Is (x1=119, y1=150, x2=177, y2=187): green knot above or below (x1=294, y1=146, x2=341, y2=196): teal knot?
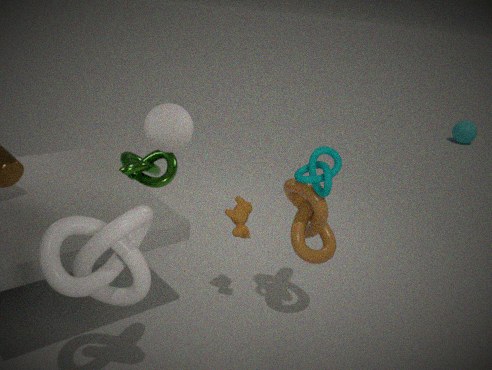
below
